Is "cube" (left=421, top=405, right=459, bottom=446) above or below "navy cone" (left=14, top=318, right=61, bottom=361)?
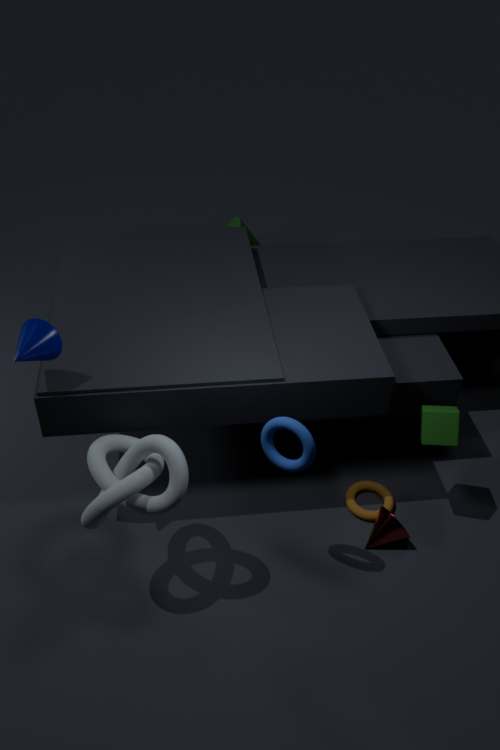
below
